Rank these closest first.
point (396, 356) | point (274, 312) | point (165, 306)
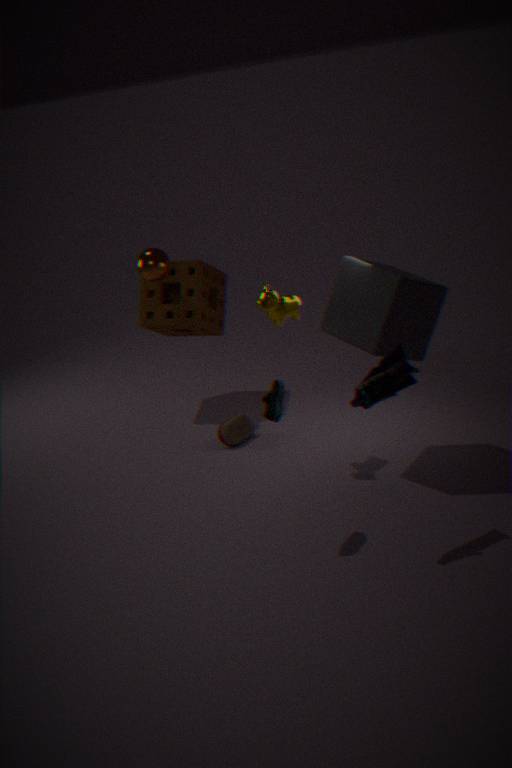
point (396, 356), point (274, 312), point (165, 306)
